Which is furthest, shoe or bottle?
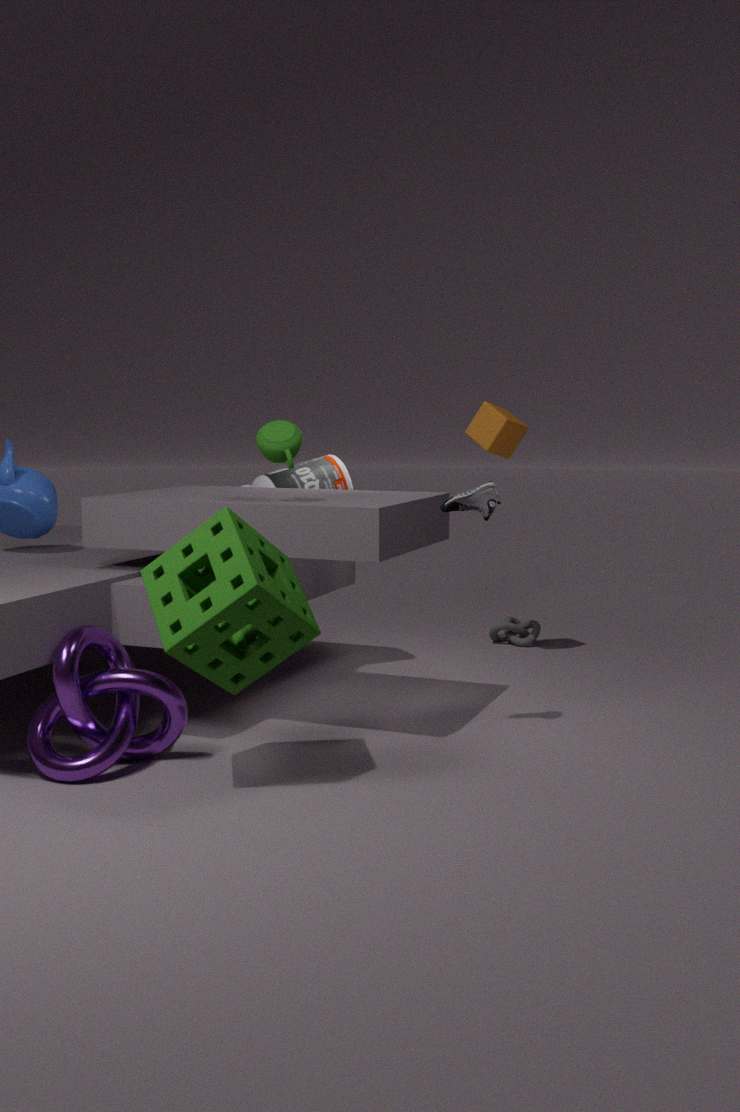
bottle
